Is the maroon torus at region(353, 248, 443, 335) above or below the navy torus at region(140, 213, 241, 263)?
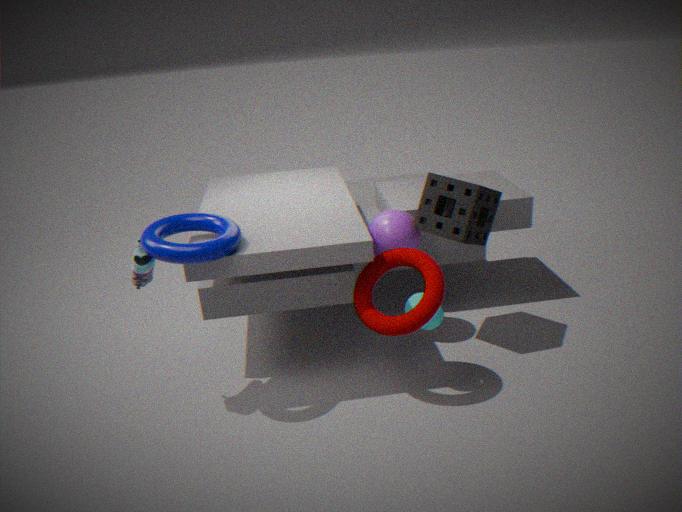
below
